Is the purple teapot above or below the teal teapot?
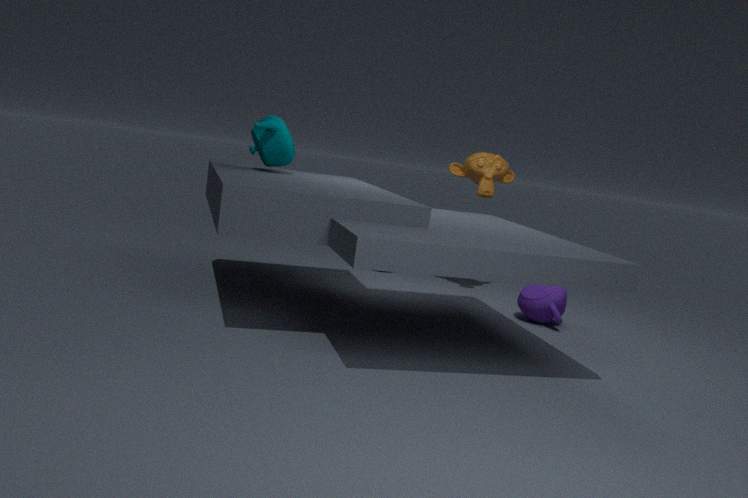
below
